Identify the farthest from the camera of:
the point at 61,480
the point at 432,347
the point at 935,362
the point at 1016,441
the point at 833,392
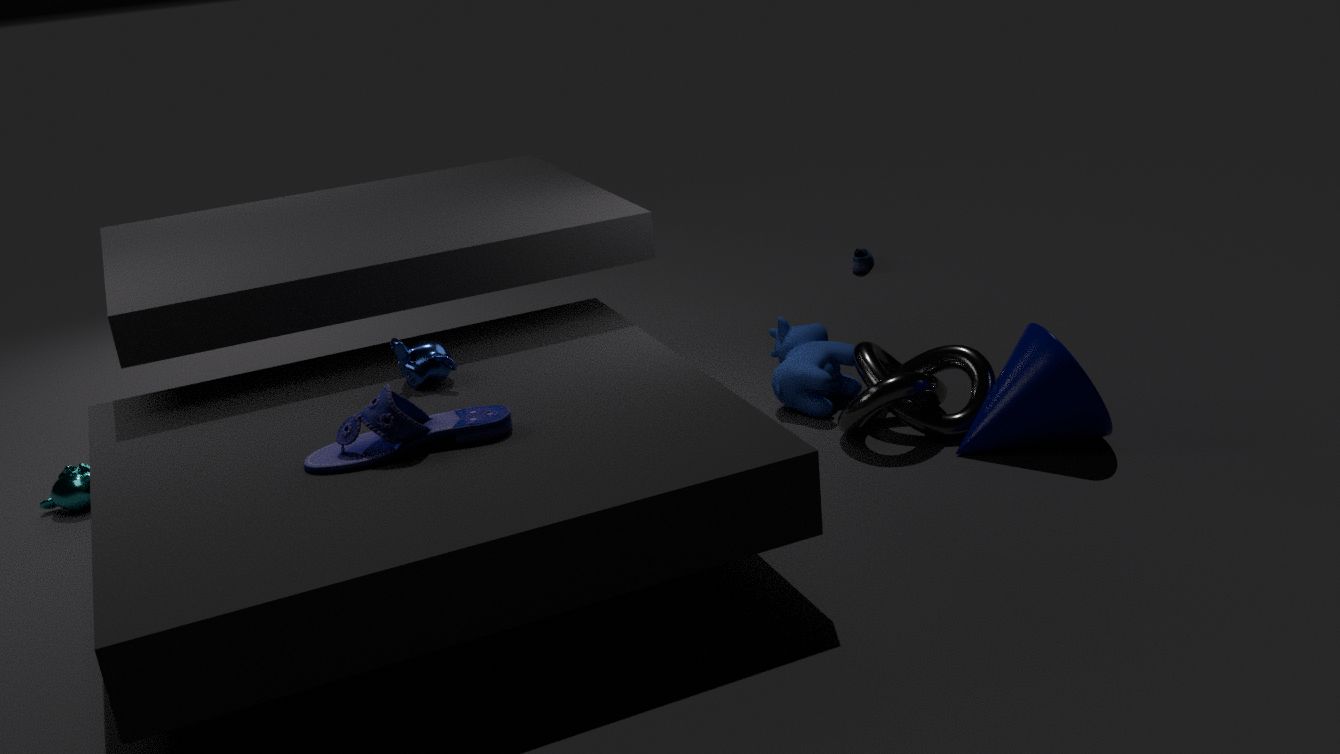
the point at 833,392
